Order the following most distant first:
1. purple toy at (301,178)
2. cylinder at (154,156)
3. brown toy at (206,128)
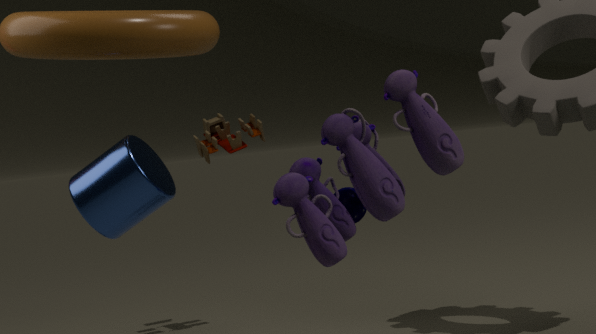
brown toy at (206,128) → cylinder at (154,156) → purple toy at (301,178)
